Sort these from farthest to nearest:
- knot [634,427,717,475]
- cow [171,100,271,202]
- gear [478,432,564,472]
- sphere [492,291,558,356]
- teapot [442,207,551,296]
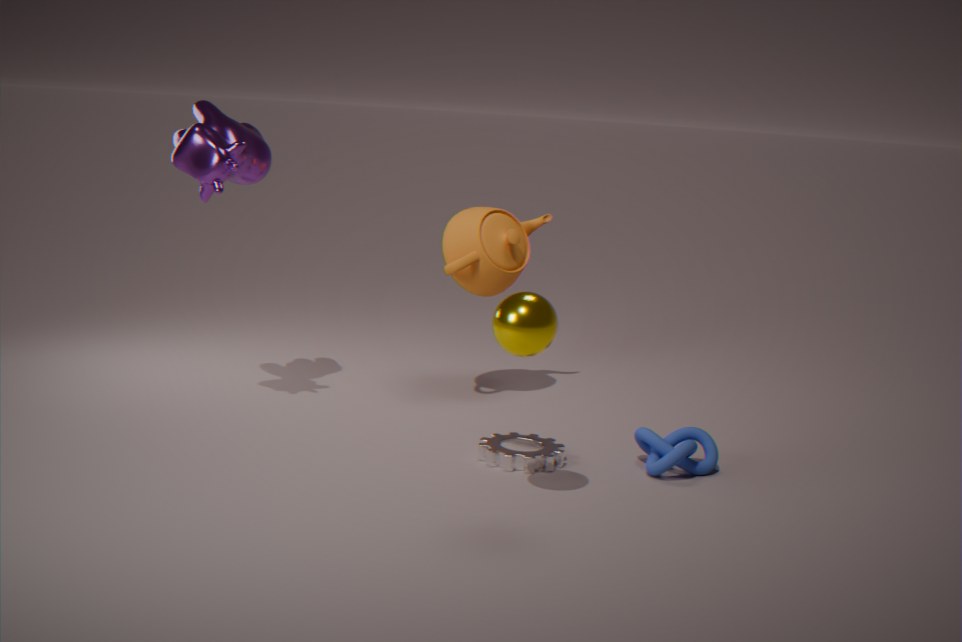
teapot [442,207,551,296]
cow [171,100,271,202]
gear [478,432,564,472]
knot [634,427,717,475]
sphere [492,291,558,356]
